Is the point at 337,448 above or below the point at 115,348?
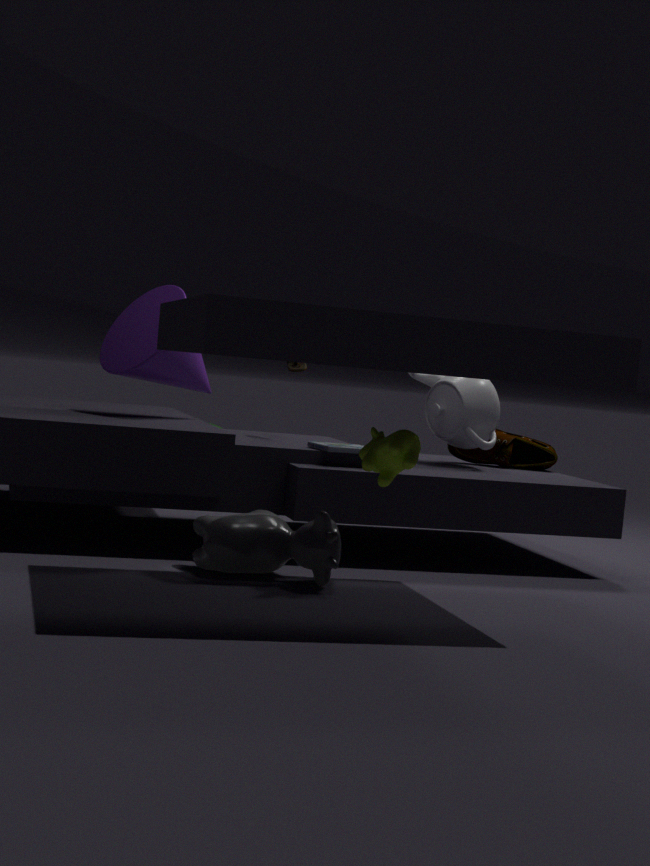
below
